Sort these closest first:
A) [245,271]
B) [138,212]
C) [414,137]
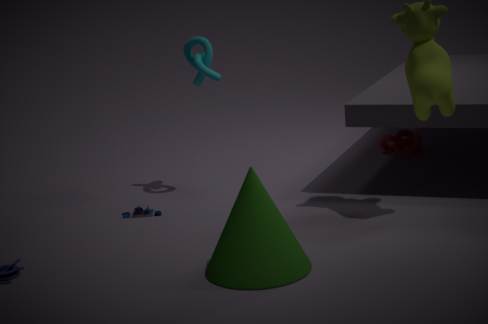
[245,271] → [138,212] → [414,137]
